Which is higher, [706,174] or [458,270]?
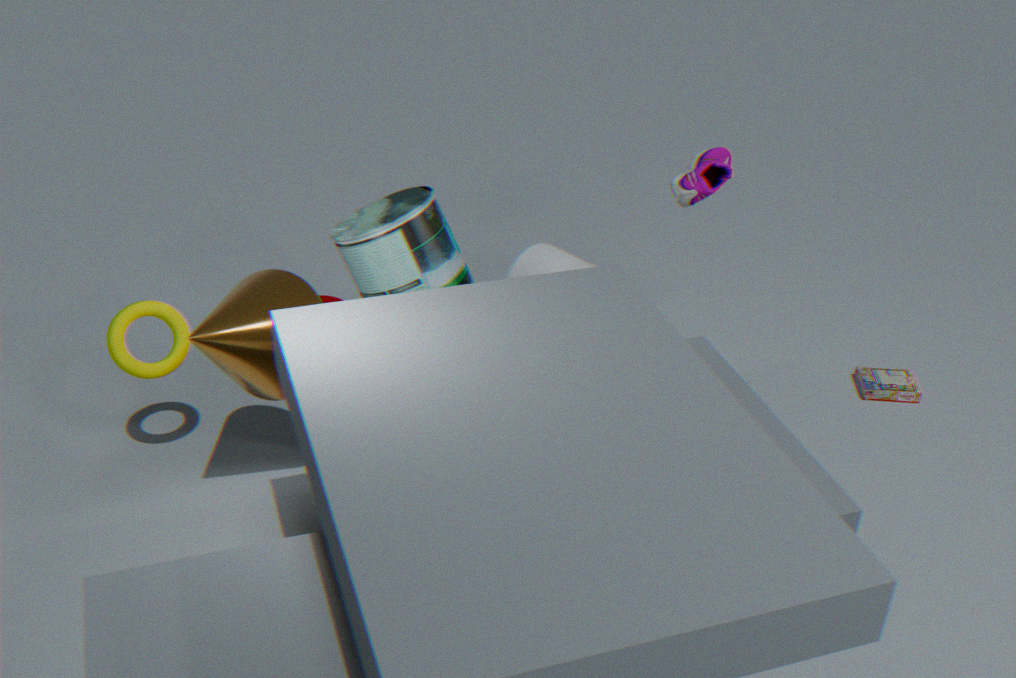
[706,174]
